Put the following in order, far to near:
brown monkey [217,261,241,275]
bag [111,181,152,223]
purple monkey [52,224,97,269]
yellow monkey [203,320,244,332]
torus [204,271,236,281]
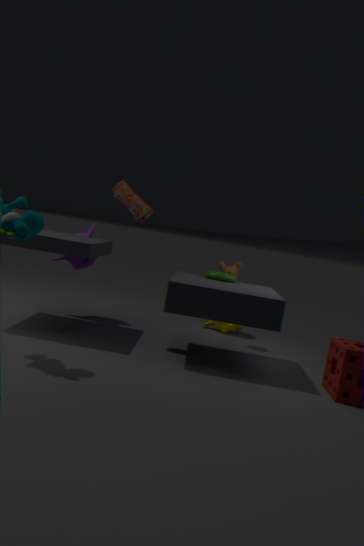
yellow monkey [203,320,244,332] → brown monkey [217,261,241,275] → purple monkey [52,224,97,269] → torus [204,271,236,281] → bag [111,181,152,223]
